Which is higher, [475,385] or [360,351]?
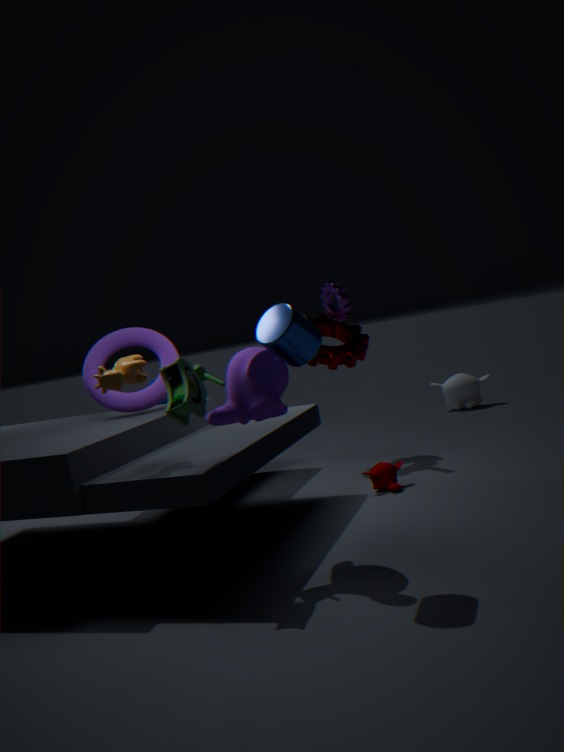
[360,351]
